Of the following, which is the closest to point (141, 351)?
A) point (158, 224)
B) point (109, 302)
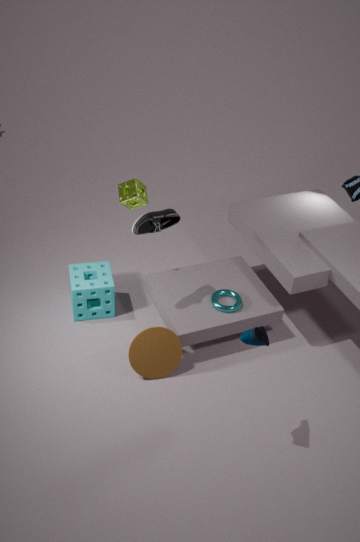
point (109, 302)
